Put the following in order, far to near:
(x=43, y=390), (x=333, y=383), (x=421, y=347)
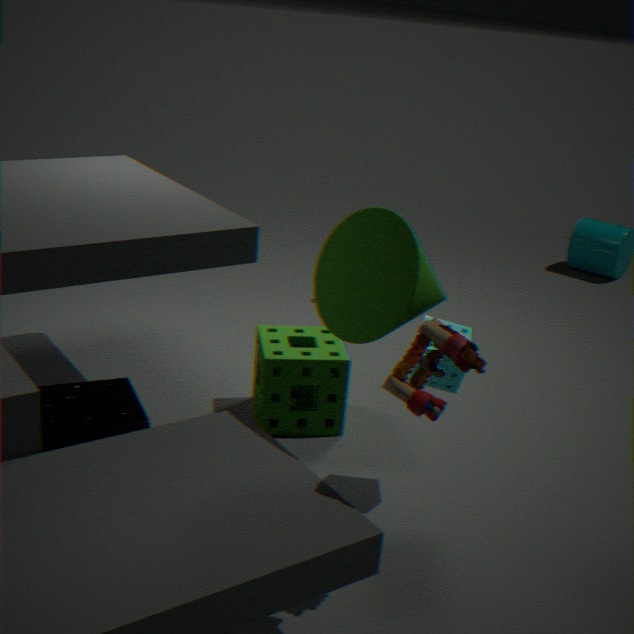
(x=333, y=383), (x=43, y=390), (x=421, y=347)
